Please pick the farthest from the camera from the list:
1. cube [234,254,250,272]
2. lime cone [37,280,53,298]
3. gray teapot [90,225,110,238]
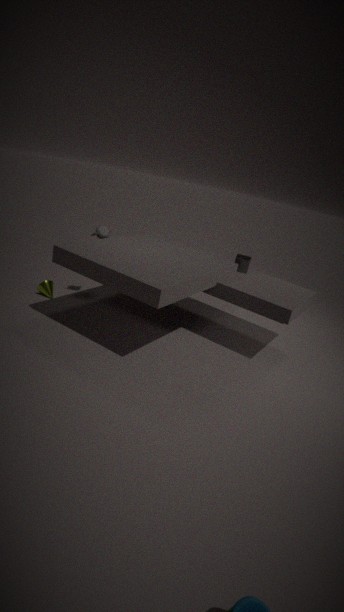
cube [234,254,250,272]
